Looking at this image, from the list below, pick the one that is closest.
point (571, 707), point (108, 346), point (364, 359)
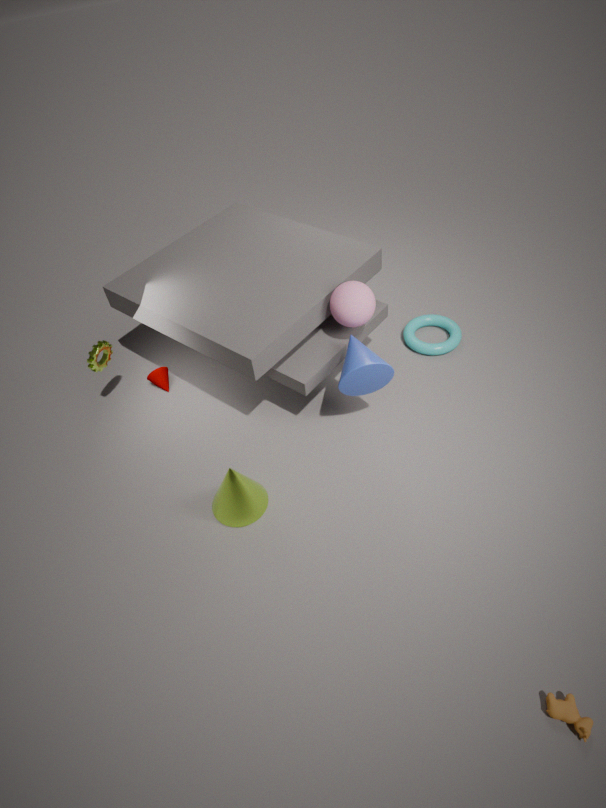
point (571, 707)
